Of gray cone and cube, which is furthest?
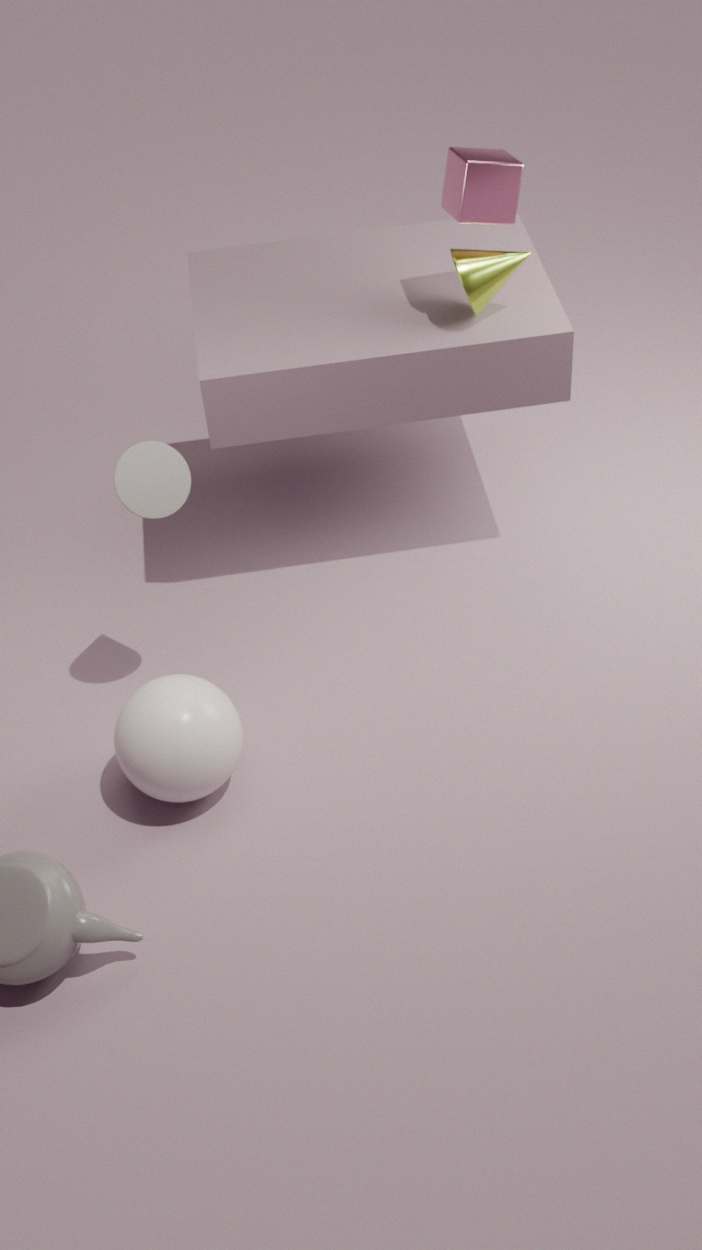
cube
